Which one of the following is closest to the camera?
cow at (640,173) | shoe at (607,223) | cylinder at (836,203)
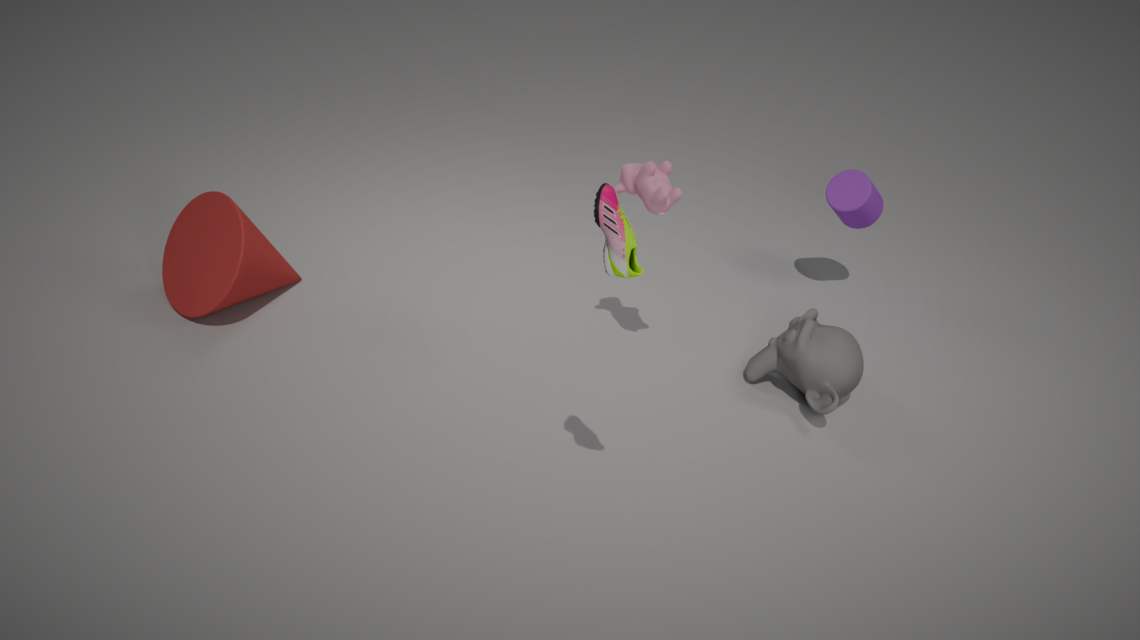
shoe at (607,223)
